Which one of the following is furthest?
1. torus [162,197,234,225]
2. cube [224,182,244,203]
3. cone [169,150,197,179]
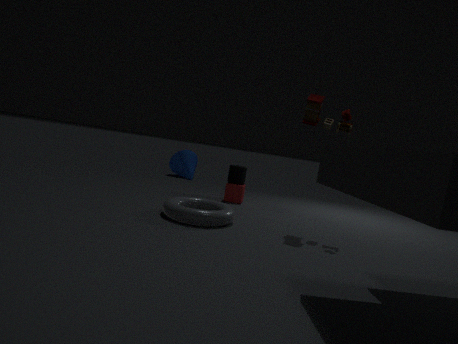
cone [169,150,197,179]
